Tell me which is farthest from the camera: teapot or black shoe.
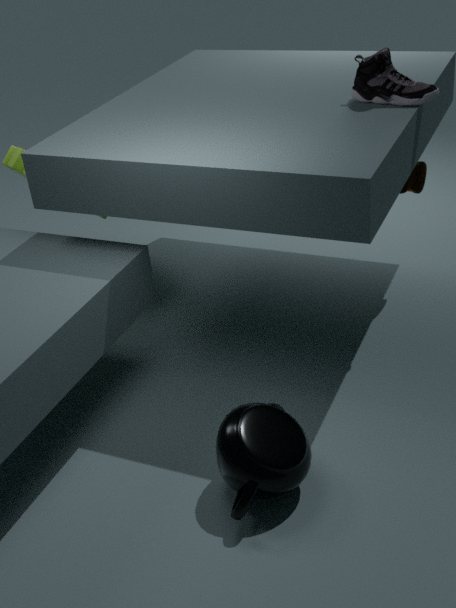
black shoe
